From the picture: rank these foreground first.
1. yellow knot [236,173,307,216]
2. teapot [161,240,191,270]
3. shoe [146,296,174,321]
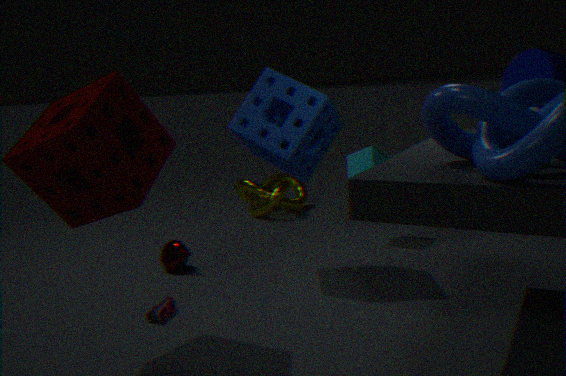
shoe [146,296,174,321], teapot [161,240,191,270], yellow knot [236,173,307,216]
